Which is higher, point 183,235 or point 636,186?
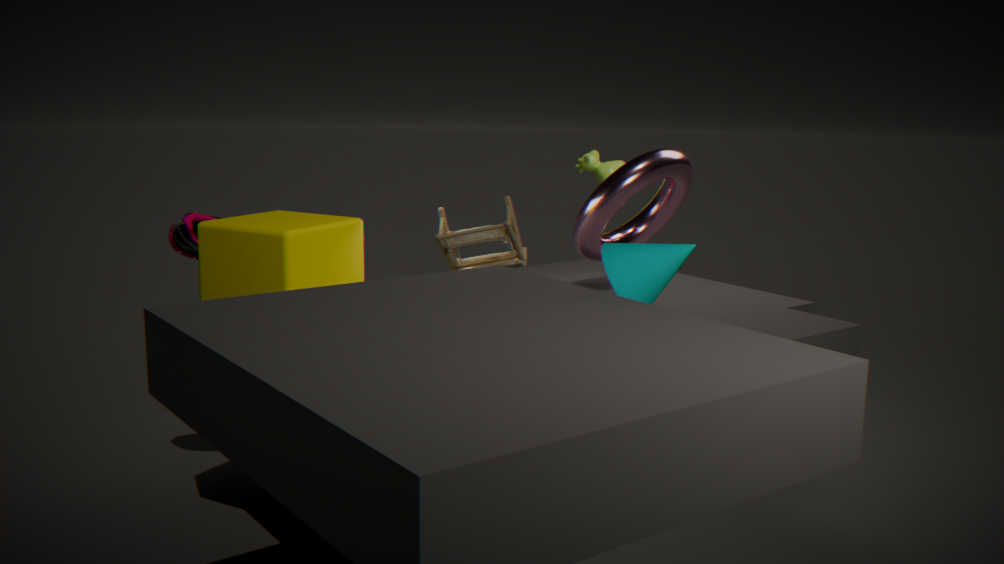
point 636,186
